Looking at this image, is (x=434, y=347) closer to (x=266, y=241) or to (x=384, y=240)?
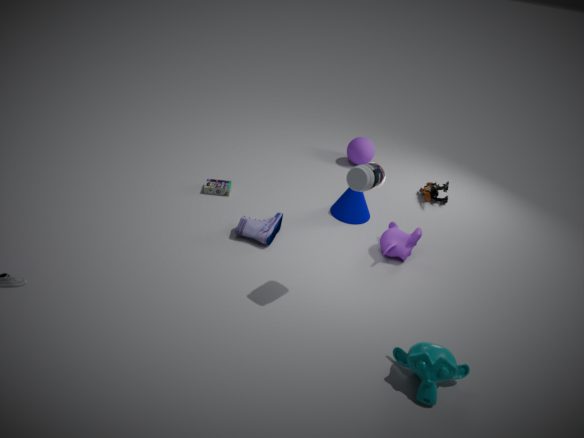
(x=384, y=240)
